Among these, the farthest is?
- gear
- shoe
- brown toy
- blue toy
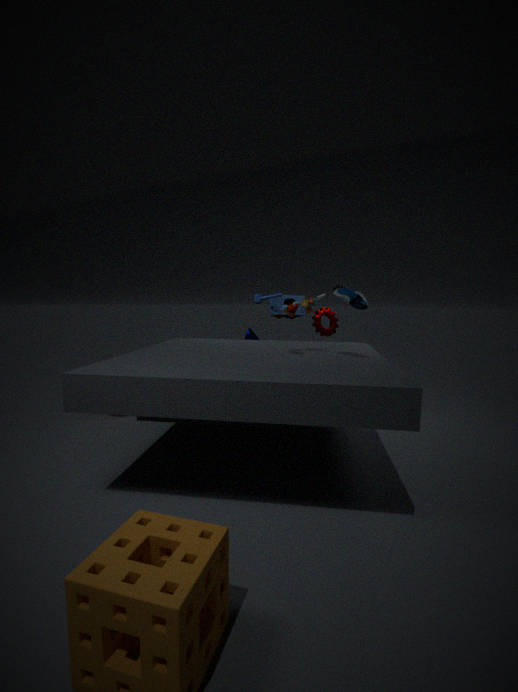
blue toy
